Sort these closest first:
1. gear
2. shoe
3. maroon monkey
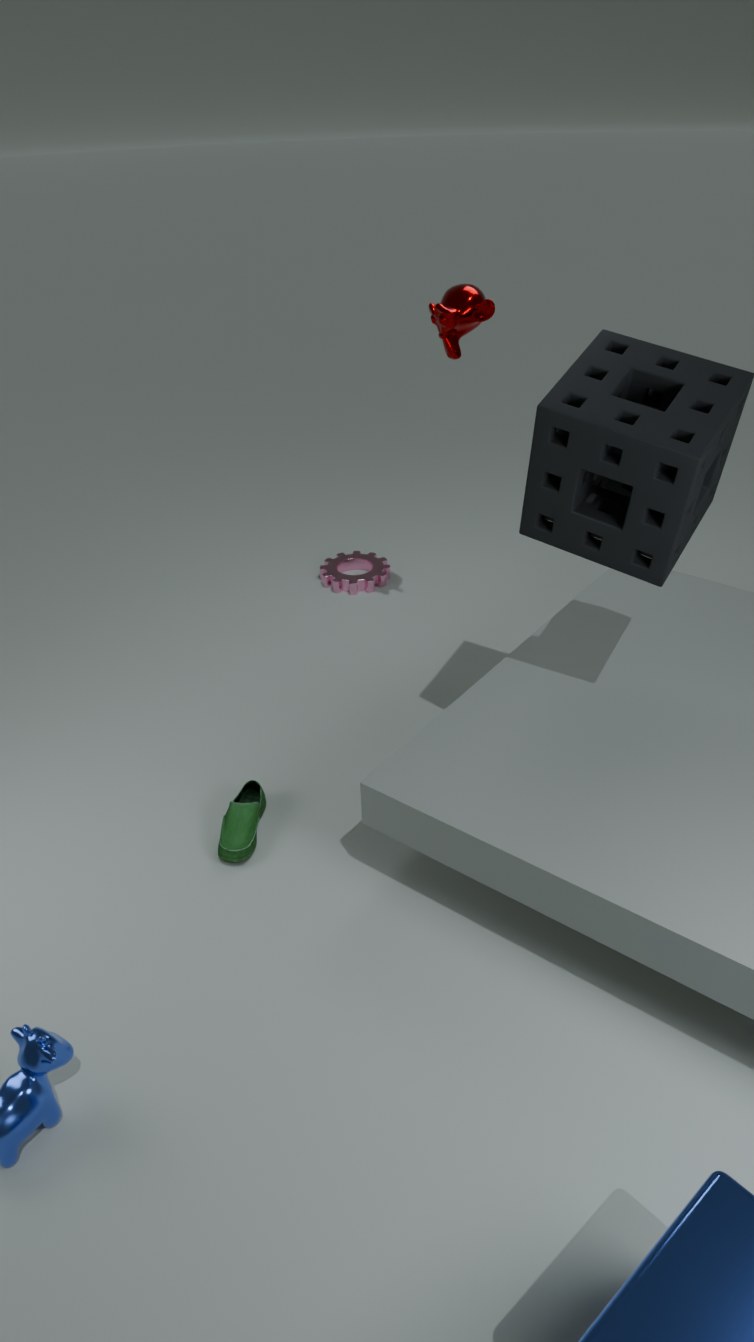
shoe → maroon monkey → gear
